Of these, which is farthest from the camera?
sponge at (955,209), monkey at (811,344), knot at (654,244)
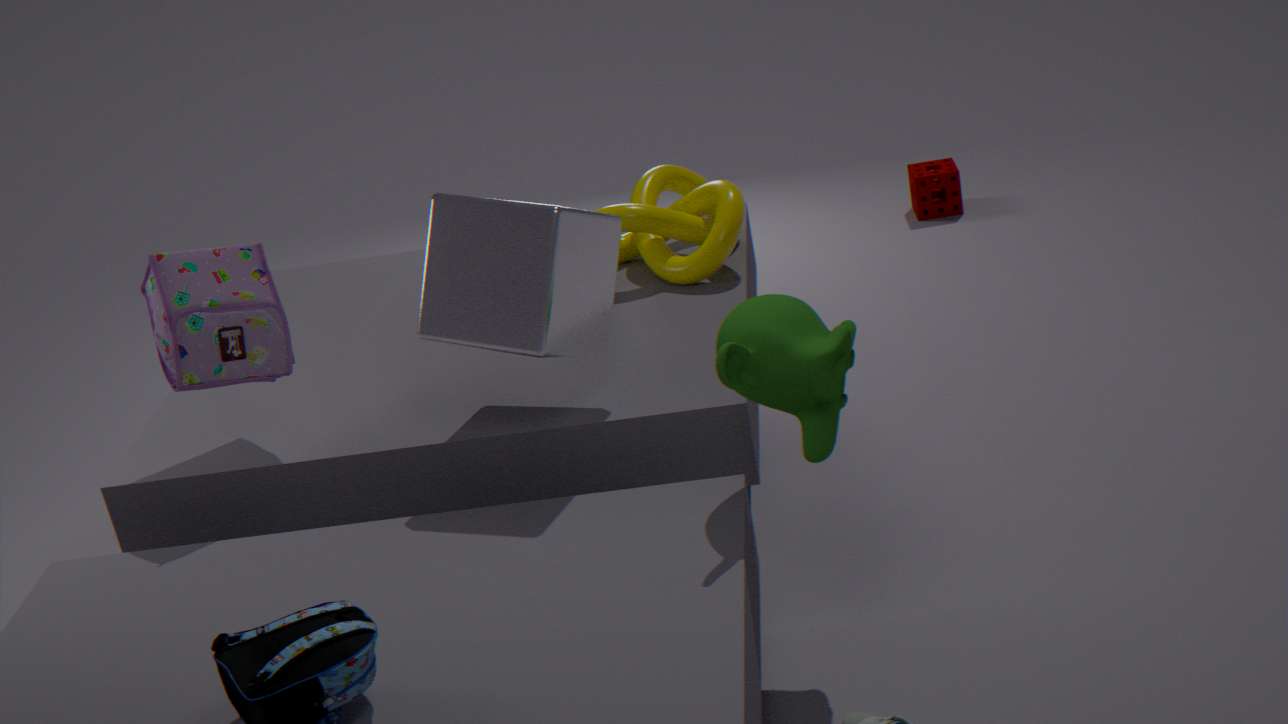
sponge at (955,209)
